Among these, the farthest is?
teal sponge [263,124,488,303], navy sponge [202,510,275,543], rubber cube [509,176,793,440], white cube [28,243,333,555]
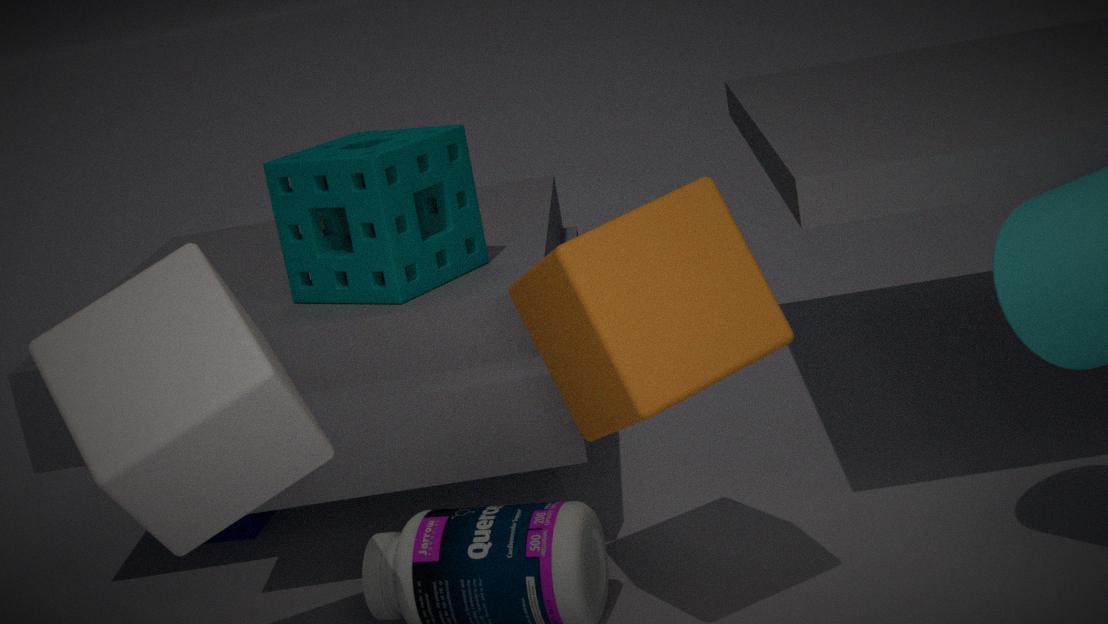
navy sponge [202,510,275,543]
